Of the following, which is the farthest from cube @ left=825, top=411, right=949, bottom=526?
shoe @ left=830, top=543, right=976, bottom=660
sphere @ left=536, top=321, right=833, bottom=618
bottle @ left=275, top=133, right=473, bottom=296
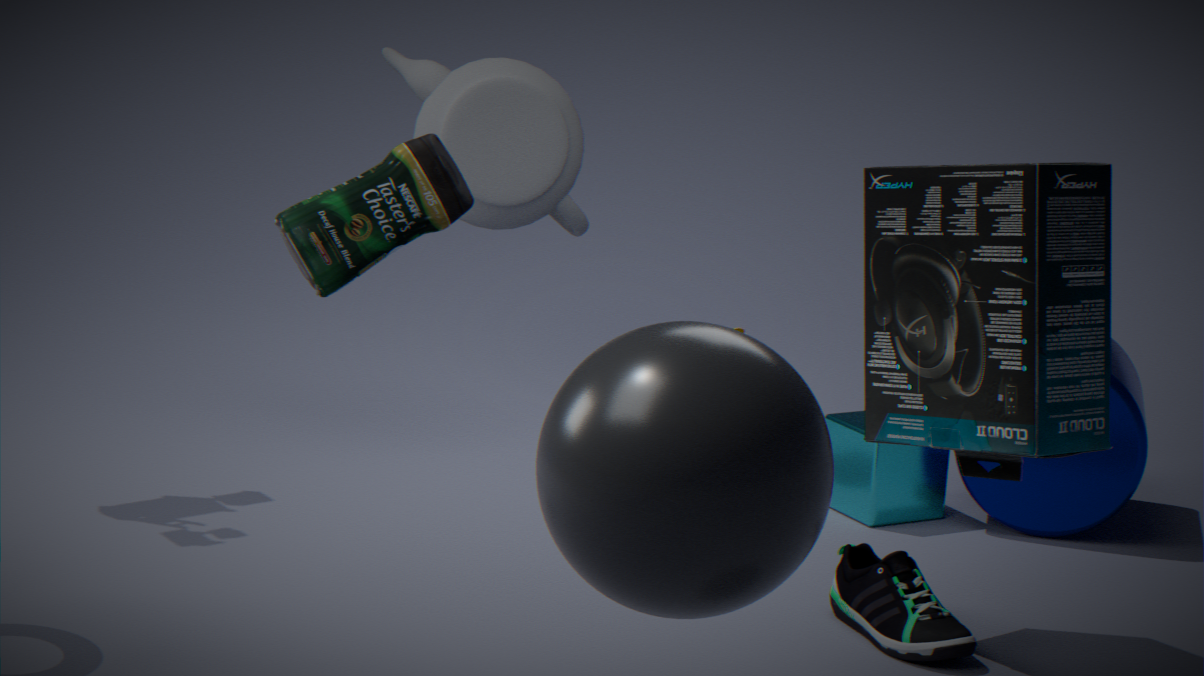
sphere @ left=536, top=321, right=833, bottom=618
